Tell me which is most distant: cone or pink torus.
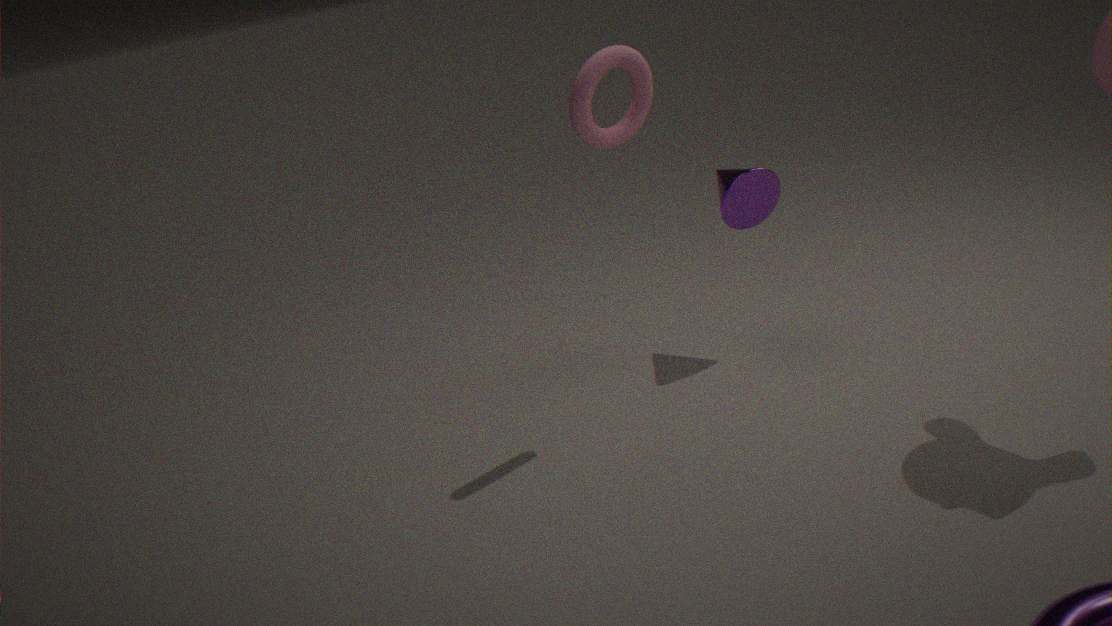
cone
